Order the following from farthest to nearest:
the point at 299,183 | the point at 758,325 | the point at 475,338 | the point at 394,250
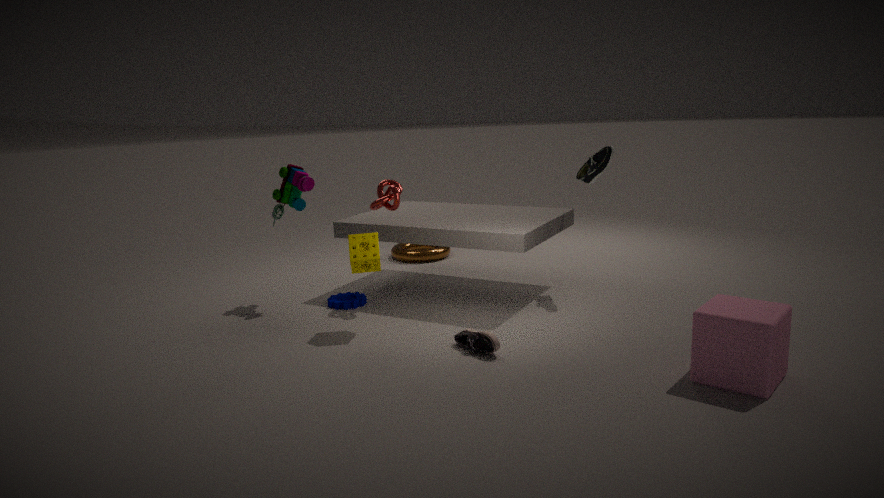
the point at 394,250, the point at 299,183, the point at 475,338, the point at 758,325
